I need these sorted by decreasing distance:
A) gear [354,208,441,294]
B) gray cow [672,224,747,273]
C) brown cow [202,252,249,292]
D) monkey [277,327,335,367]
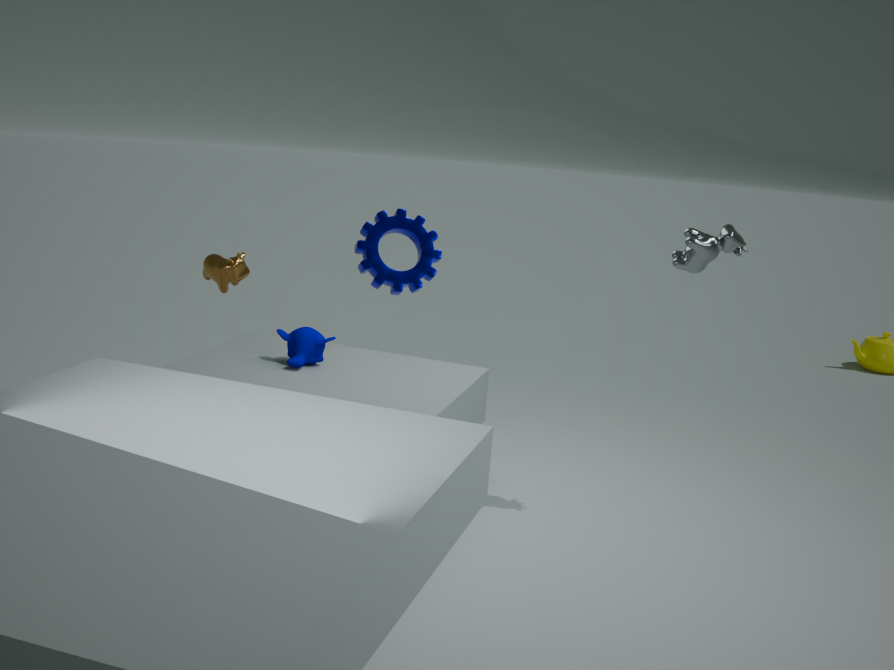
monkey [277,327,335,367], brown cow [202,252,249,292], gray cow [672,224,747,273], gear [354,208,441,294]
